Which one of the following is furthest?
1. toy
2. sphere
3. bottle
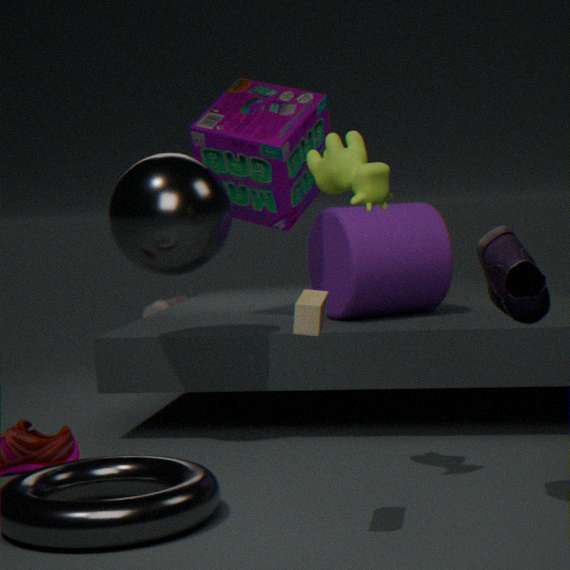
bottle
